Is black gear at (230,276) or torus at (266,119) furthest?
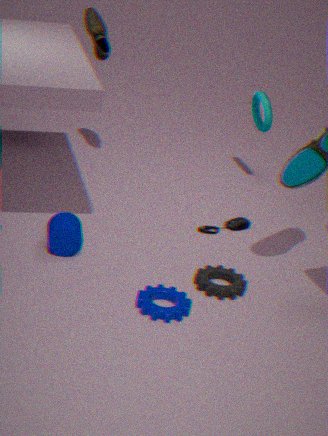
torus at (266,119)
